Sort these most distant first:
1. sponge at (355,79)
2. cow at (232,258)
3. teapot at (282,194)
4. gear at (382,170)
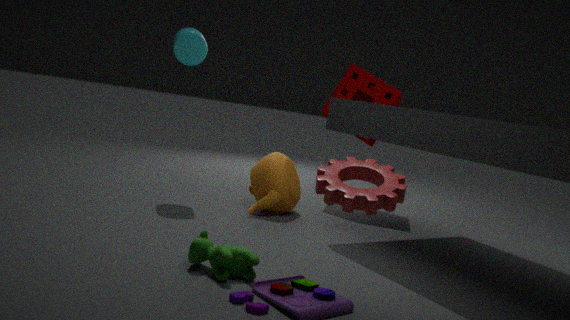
sponge at (355,79)
teapot at (282,194)
cow at (232,258)
gear at (382,170)
